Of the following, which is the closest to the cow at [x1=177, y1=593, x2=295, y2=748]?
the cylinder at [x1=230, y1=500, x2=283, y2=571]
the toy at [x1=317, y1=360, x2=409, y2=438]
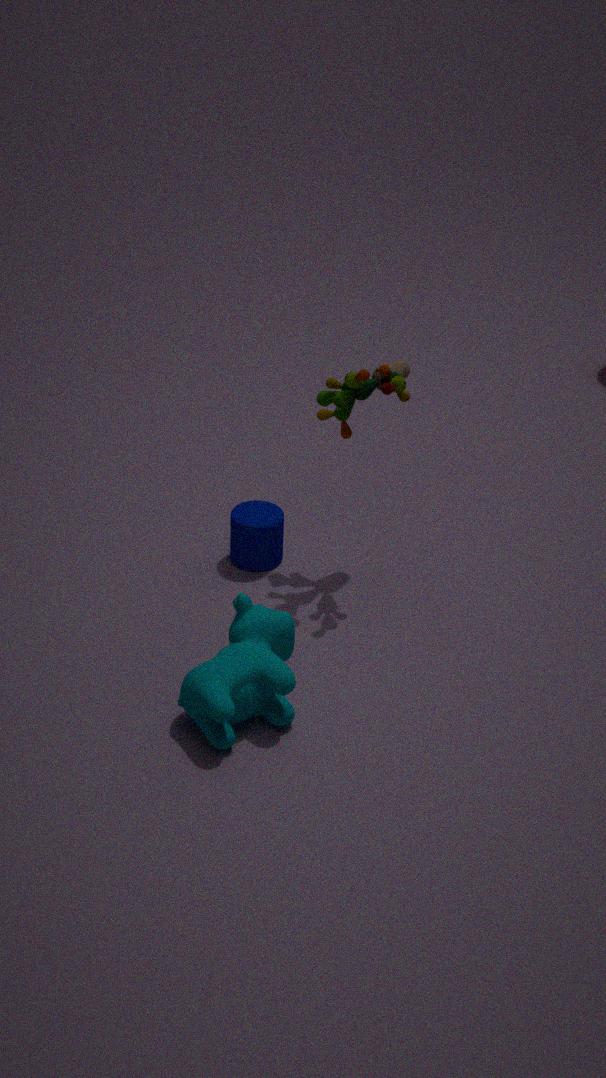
the cylinder at [x1=230, y1=500, x2=283, y2=571]
